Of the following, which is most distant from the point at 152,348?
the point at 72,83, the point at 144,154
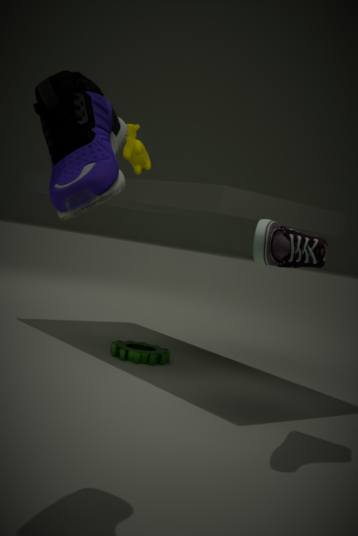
the point at 72,83
